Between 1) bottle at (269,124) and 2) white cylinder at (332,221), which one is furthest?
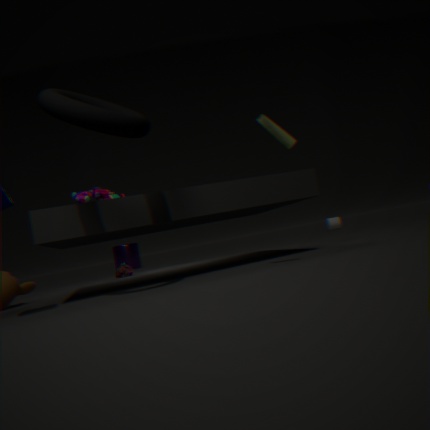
2. white cylinder at (332,221)
